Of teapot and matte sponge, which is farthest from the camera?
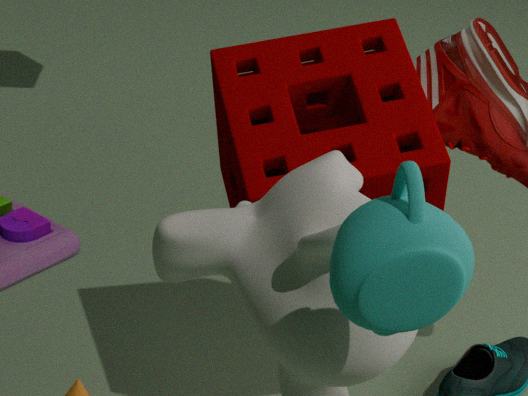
matte sponge
